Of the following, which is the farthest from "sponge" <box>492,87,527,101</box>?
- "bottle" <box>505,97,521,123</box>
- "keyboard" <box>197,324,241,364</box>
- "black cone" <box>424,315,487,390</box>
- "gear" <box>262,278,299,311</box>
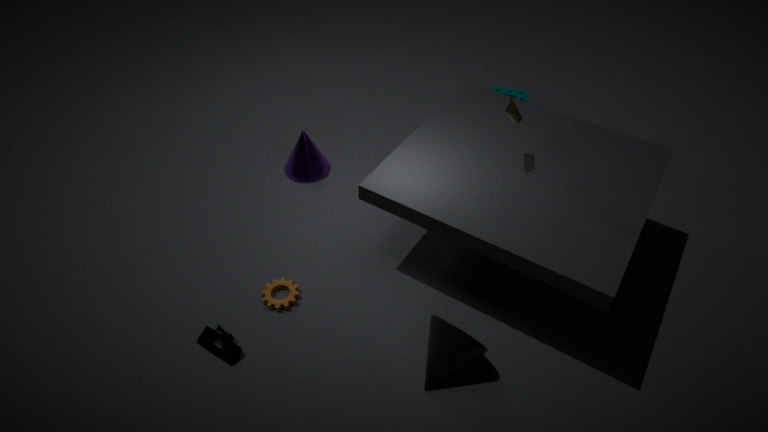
"keyboard" <box>197,324,241,364</box>
